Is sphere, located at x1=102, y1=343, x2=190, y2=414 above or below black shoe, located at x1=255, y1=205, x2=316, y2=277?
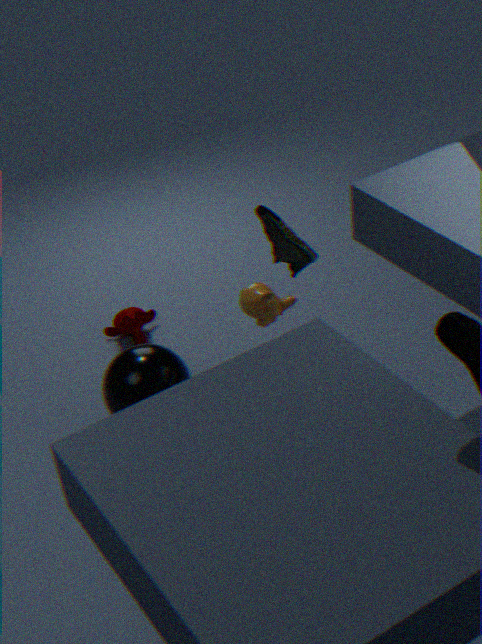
below
